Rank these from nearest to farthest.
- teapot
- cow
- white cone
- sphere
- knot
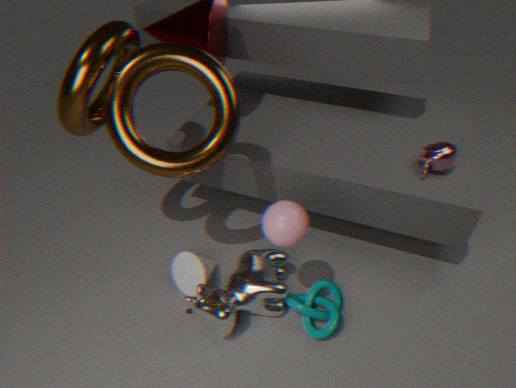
sphere
cow
knot
white cone
teapot
